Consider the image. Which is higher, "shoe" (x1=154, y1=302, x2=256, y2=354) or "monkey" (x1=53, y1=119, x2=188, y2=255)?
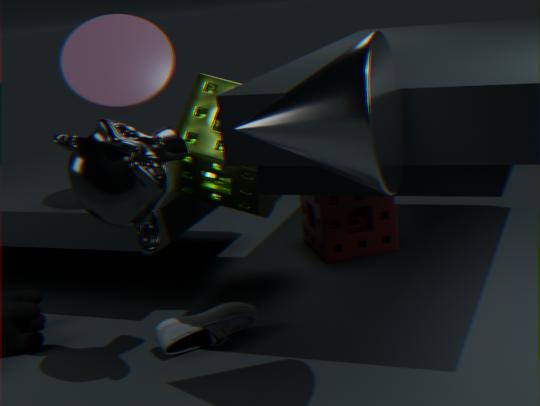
"monkey" (x1=53, y1=119, x2=188, y2=255)
